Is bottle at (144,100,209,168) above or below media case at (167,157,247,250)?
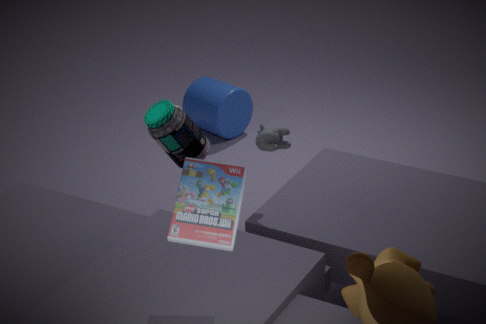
below
